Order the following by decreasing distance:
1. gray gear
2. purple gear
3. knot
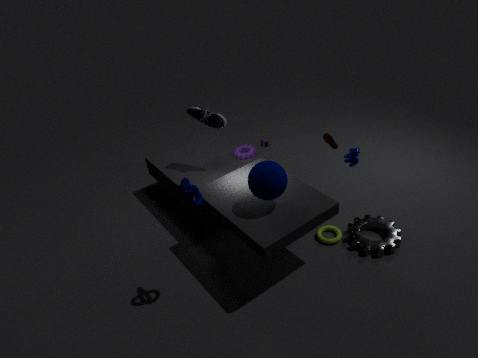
1. purple gear
2. gray gear
3. knot
